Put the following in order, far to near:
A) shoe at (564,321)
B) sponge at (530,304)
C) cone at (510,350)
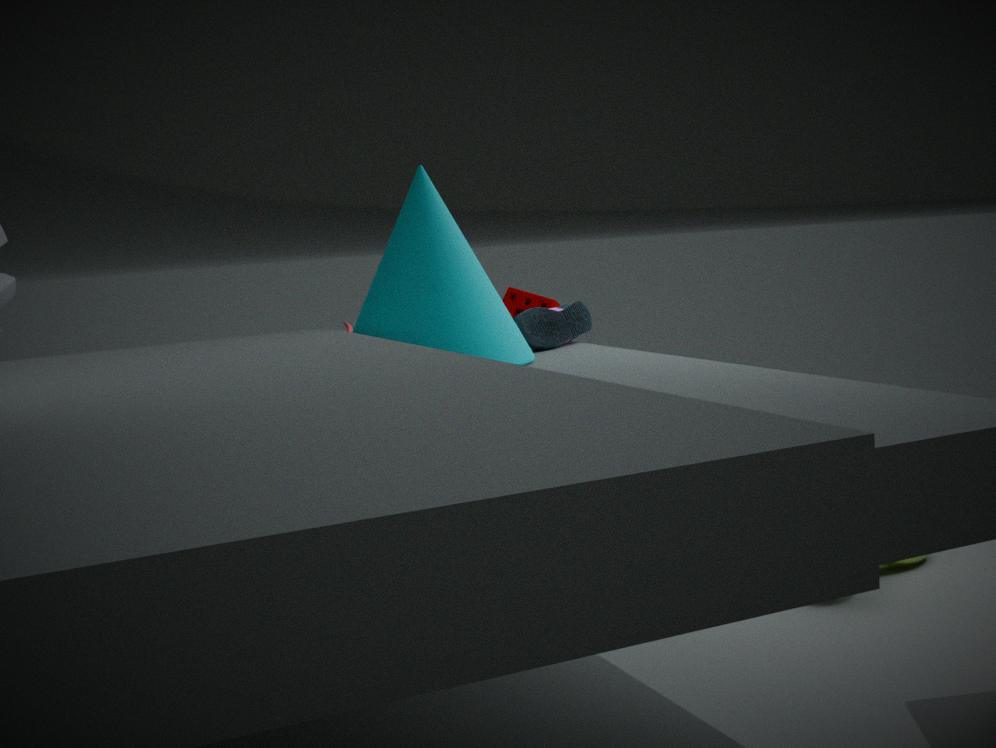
1. sponge at (530,304)
2. shoe at (564,321)
3. cone at (510,350)
